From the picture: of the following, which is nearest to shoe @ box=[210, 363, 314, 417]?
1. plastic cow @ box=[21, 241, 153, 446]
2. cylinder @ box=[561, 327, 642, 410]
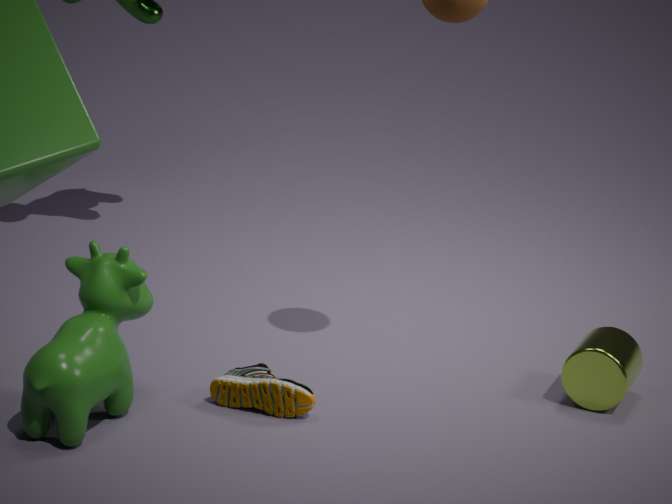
plastic cow @ box=[21, 241, 153, 446]
